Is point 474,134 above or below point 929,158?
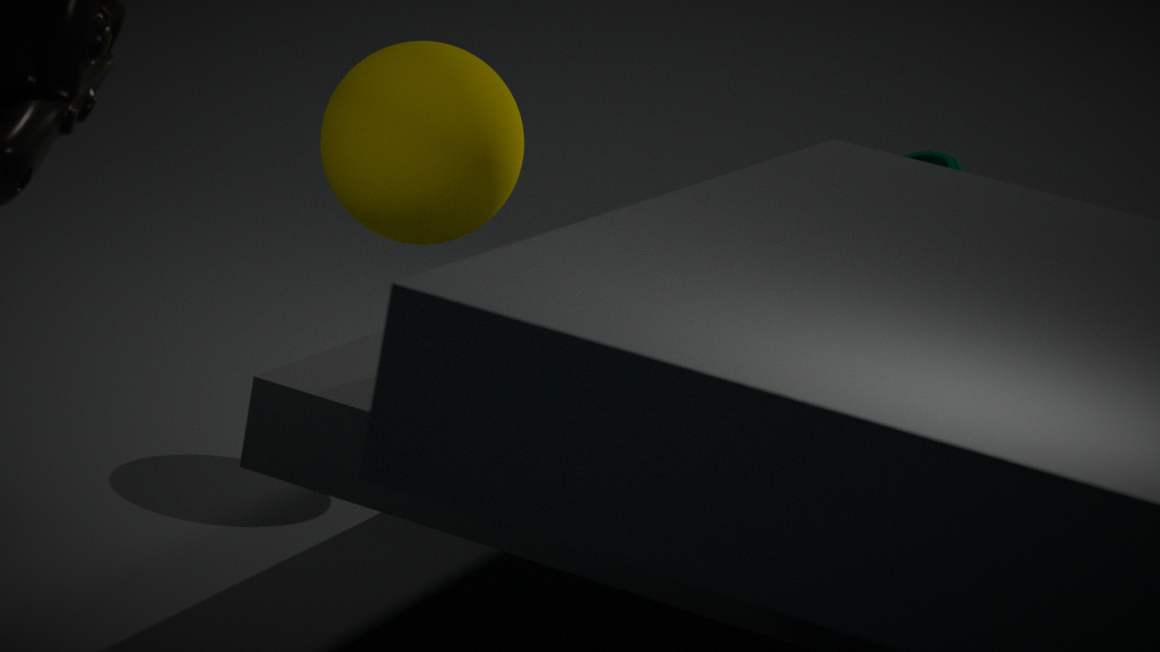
below
